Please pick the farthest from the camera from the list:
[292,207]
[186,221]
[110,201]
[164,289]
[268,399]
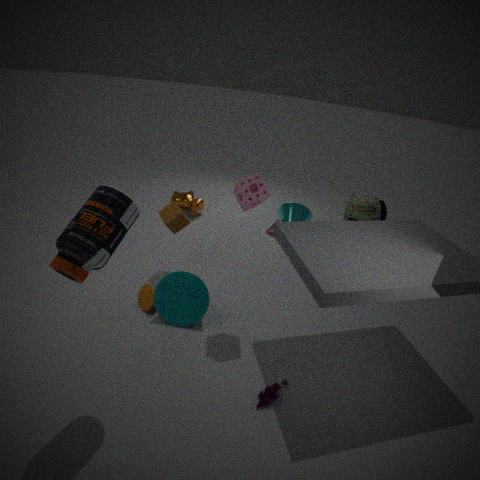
[292,207]
